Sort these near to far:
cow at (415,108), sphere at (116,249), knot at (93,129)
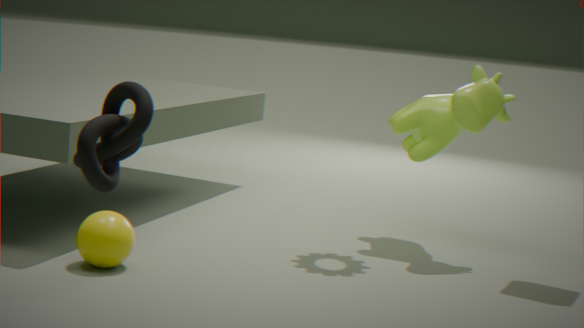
knot at (93,129), sphere at (116,249), cow at (415,108)
